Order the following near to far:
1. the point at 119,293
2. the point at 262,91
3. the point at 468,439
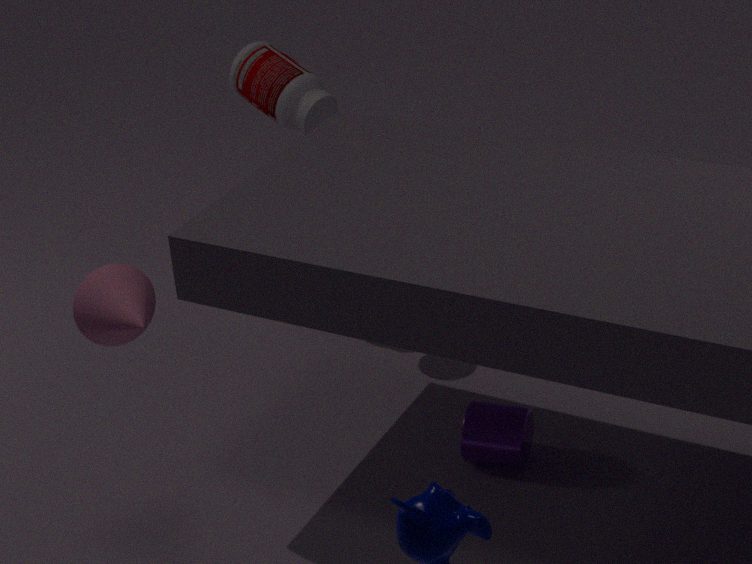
1. the point at 119,293
2. the point at 468,439
3. the point at 262,91
